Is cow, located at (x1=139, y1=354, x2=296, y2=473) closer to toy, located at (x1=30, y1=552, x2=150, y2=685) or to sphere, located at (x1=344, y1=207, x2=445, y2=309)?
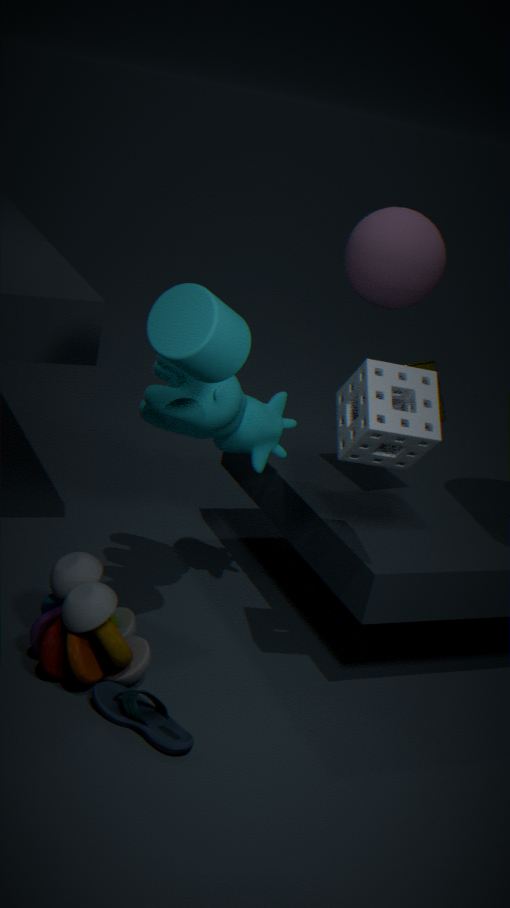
toy, located at (x1=30, y1=552, x2=150, y2=685)
